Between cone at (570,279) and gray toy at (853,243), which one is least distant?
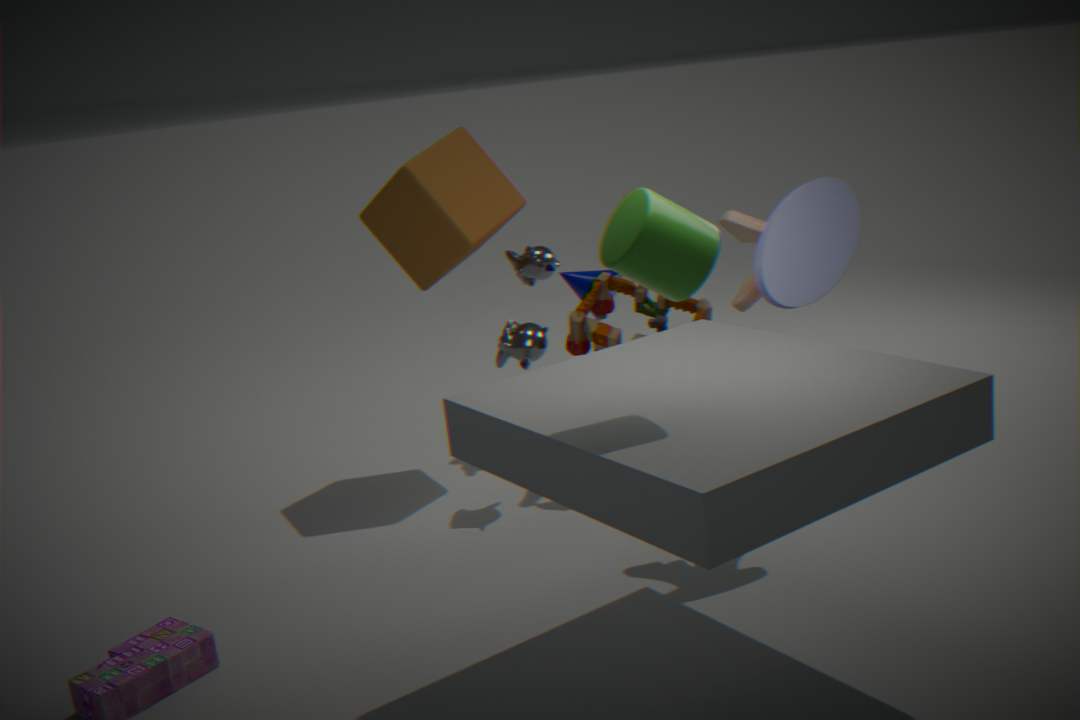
gray toy at (853,243)
